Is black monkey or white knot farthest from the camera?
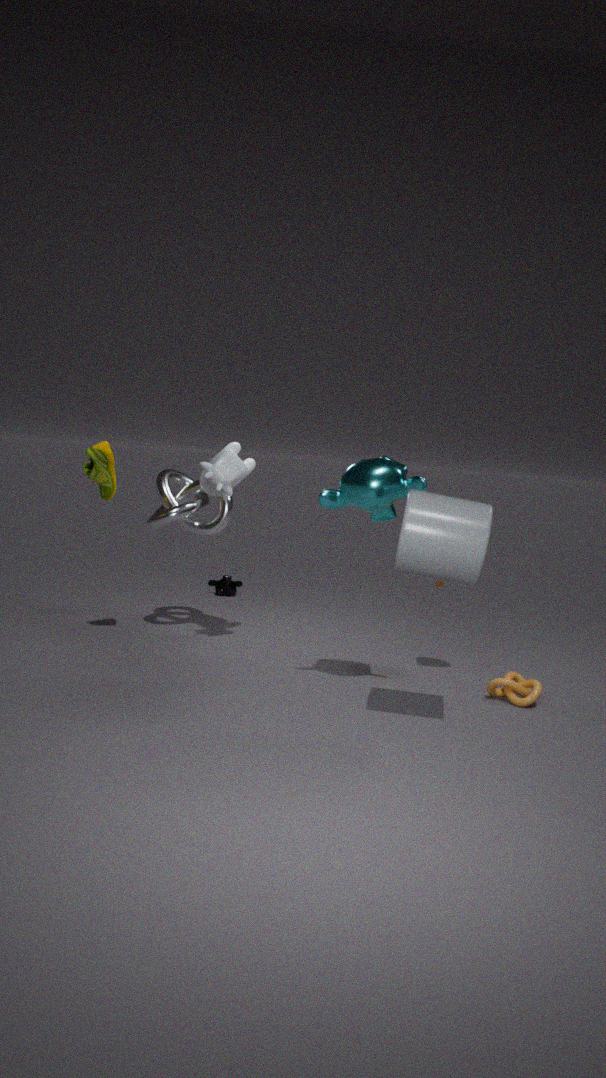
black monkey
